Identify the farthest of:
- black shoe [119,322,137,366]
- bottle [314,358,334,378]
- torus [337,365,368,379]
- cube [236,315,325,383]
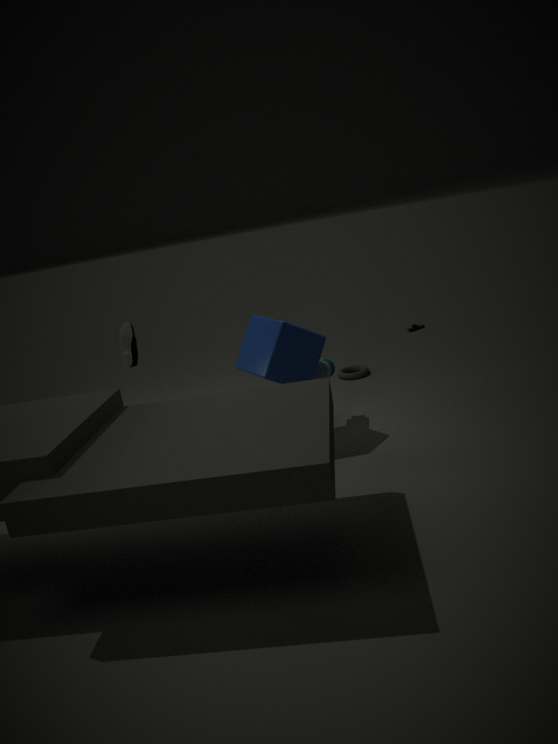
torus [337,365,368,379]
